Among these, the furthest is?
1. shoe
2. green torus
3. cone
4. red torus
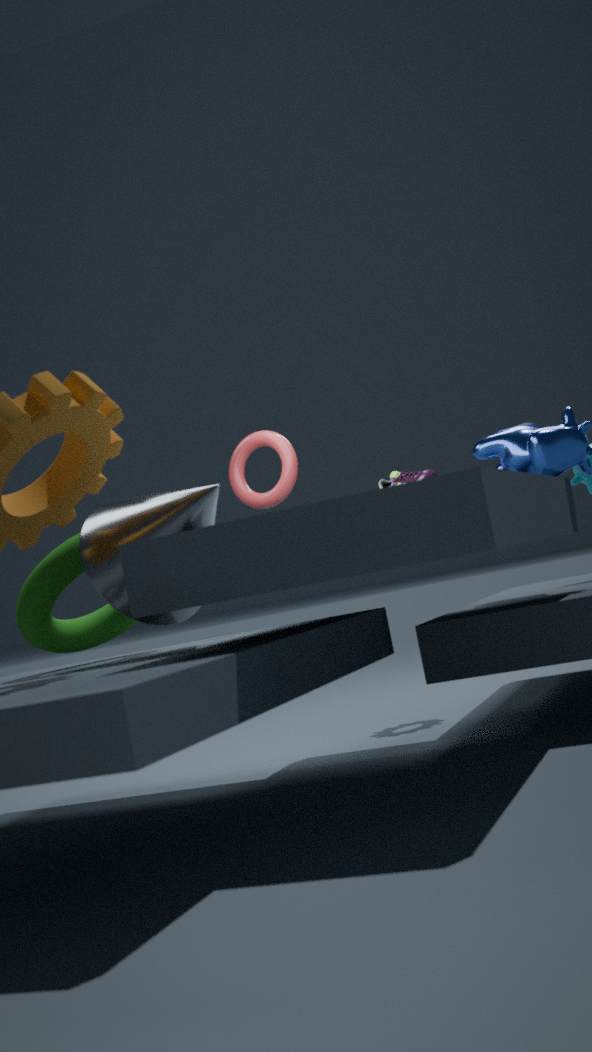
red torus
